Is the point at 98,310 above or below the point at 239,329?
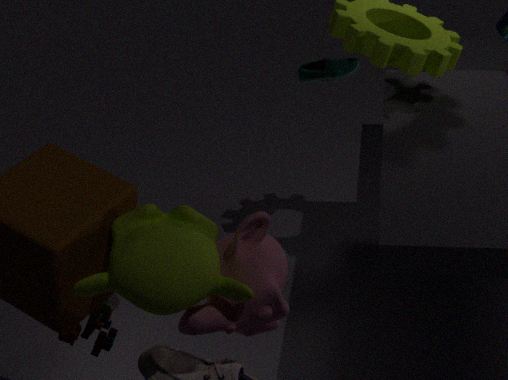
below
